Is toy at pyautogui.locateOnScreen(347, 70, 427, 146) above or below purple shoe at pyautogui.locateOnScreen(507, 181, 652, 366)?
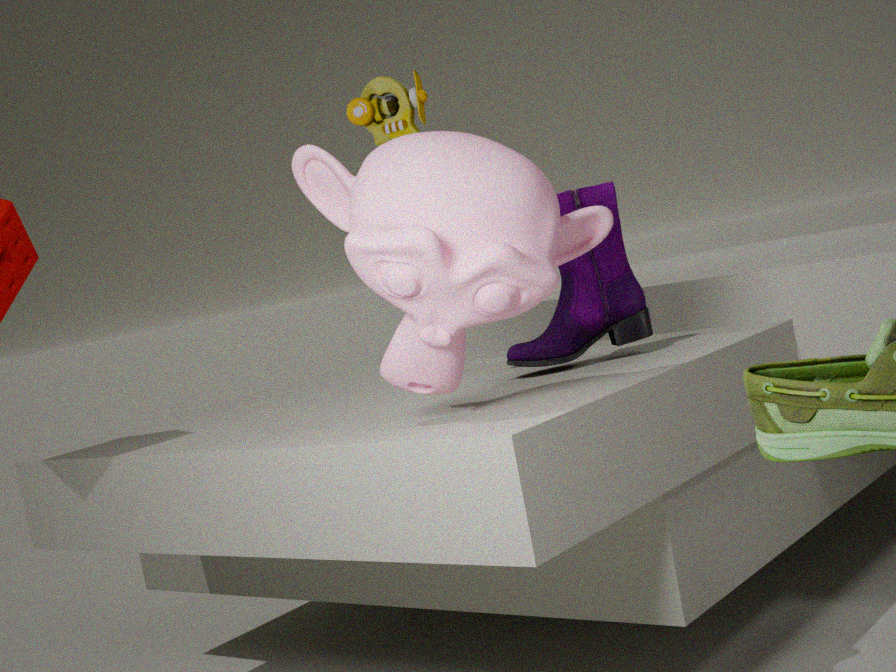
above
